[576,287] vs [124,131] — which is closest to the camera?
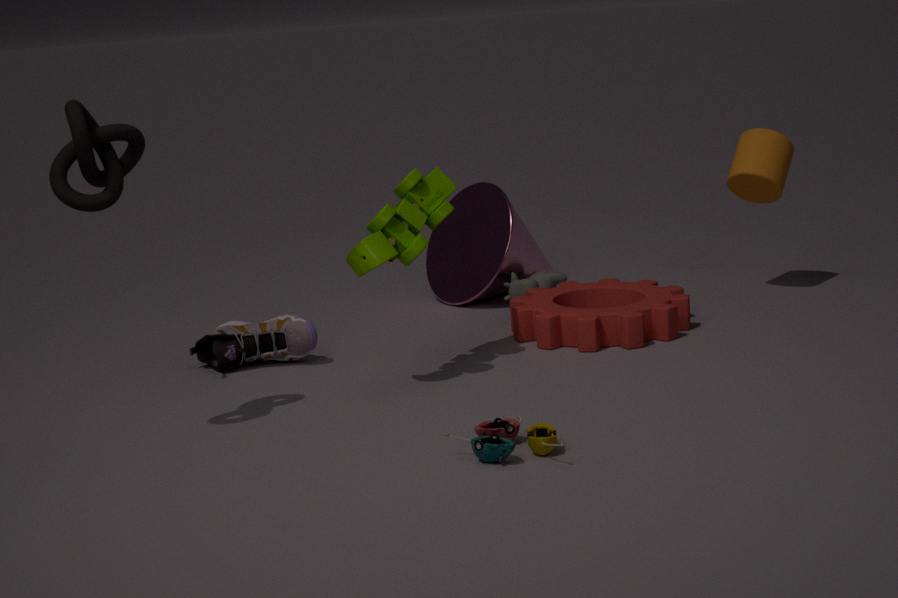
[124,131]
